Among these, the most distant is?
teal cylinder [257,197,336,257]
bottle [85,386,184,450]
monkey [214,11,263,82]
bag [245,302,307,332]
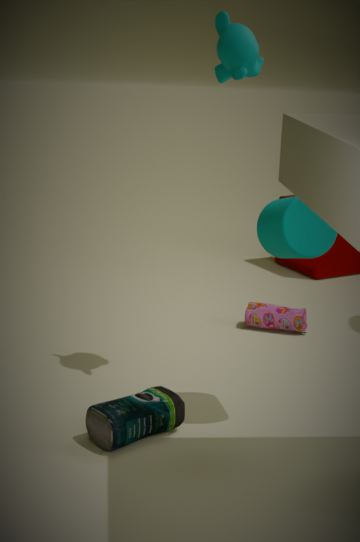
bag [245,302,307,332]
